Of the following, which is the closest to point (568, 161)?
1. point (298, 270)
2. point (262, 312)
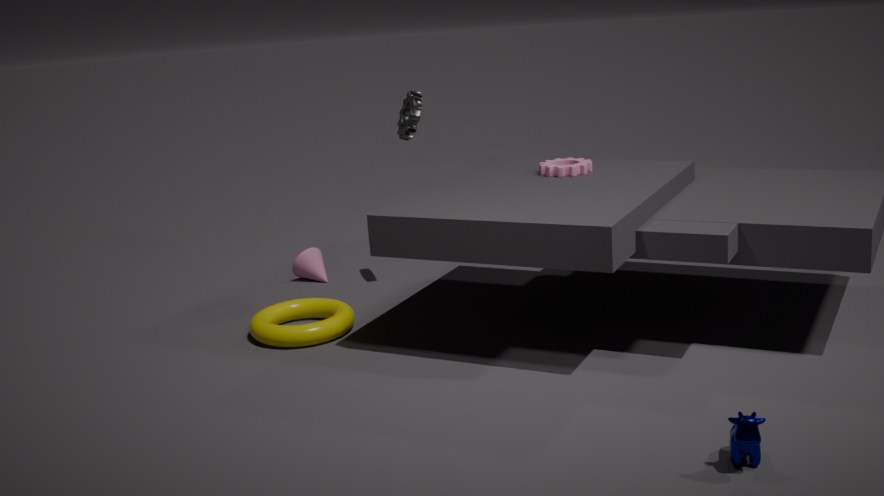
point (262, 312)
